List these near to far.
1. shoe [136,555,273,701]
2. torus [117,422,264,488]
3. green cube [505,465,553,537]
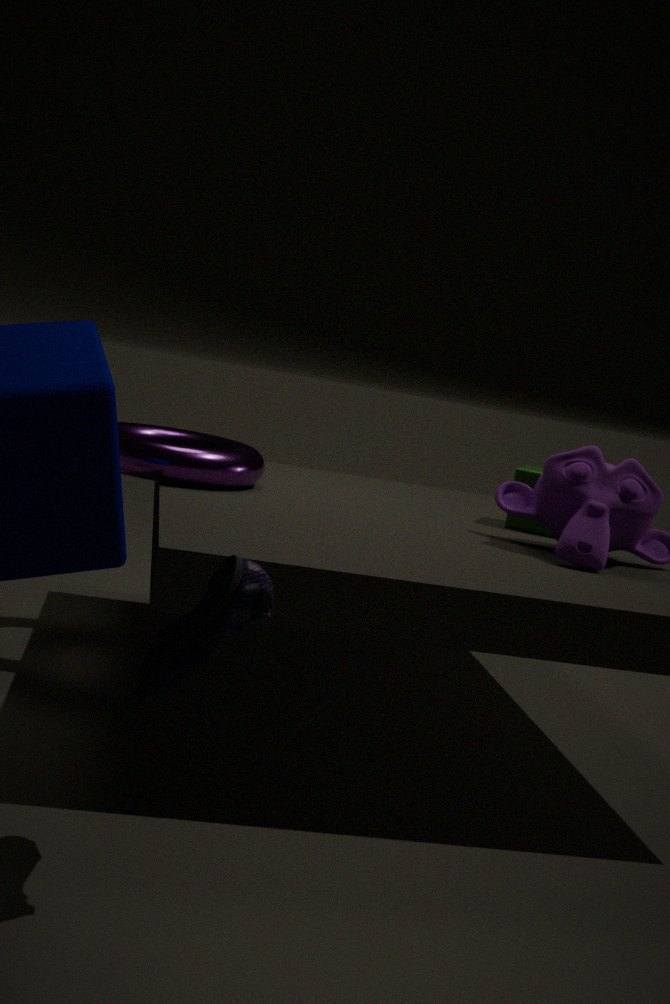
shoe [136,555,273,701] < torus [117,422,264,488] < green cube [505,465,553,537]
